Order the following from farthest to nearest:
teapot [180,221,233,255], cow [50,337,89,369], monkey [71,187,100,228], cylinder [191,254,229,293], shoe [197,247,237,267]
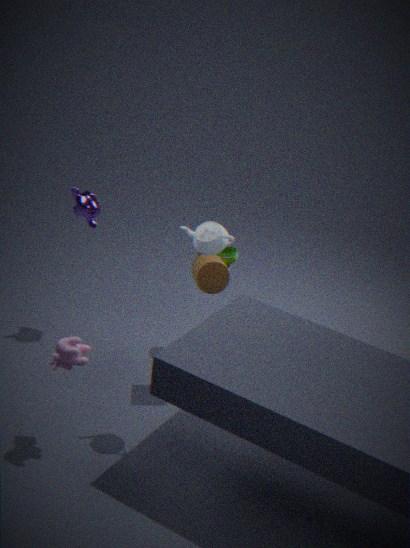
monkey [71,187,100,228]
shoe [197,247,237,267]
cylinder [191,254,229,293]
teapot [180,221,233,255]
cow [50,337,89,369]
